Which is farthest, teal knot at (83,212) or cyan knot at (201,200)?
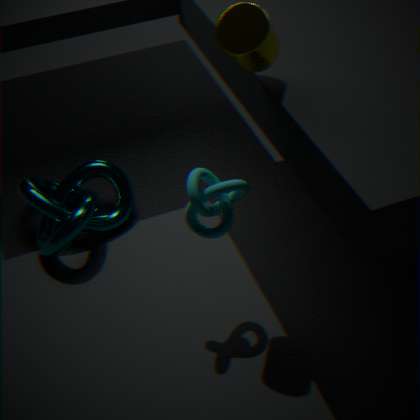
teal knot at (83,212)
